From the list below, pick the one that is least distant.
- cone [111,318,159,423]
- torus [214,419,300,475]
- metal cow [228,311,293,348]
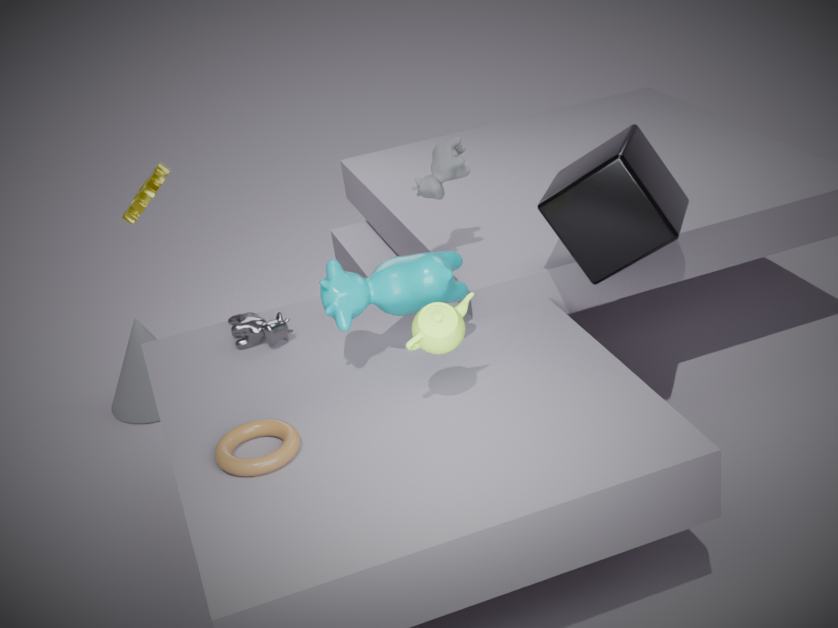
torus [214,419,300,475]
